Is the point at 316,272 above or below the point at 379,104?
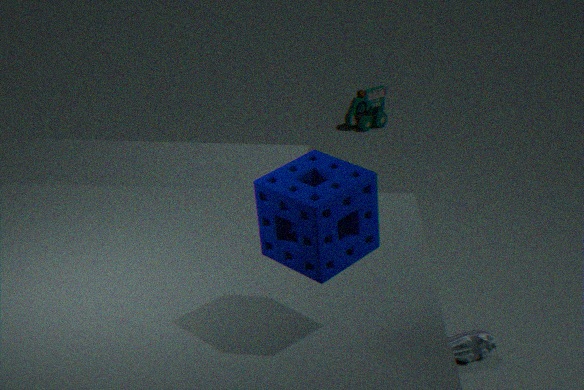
above
